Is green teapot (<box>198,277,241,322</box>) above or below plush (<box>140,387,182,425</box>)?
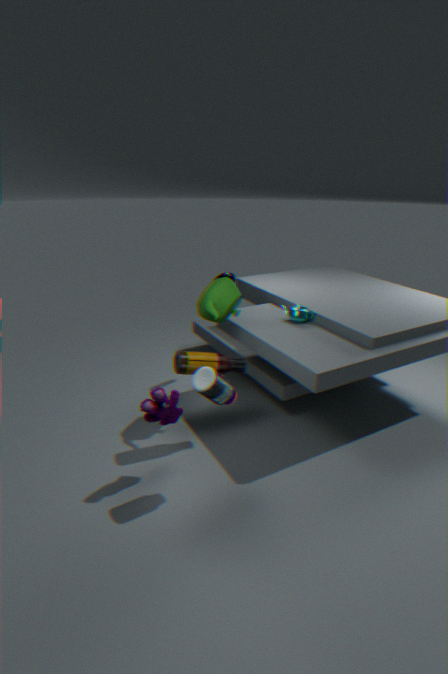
above
